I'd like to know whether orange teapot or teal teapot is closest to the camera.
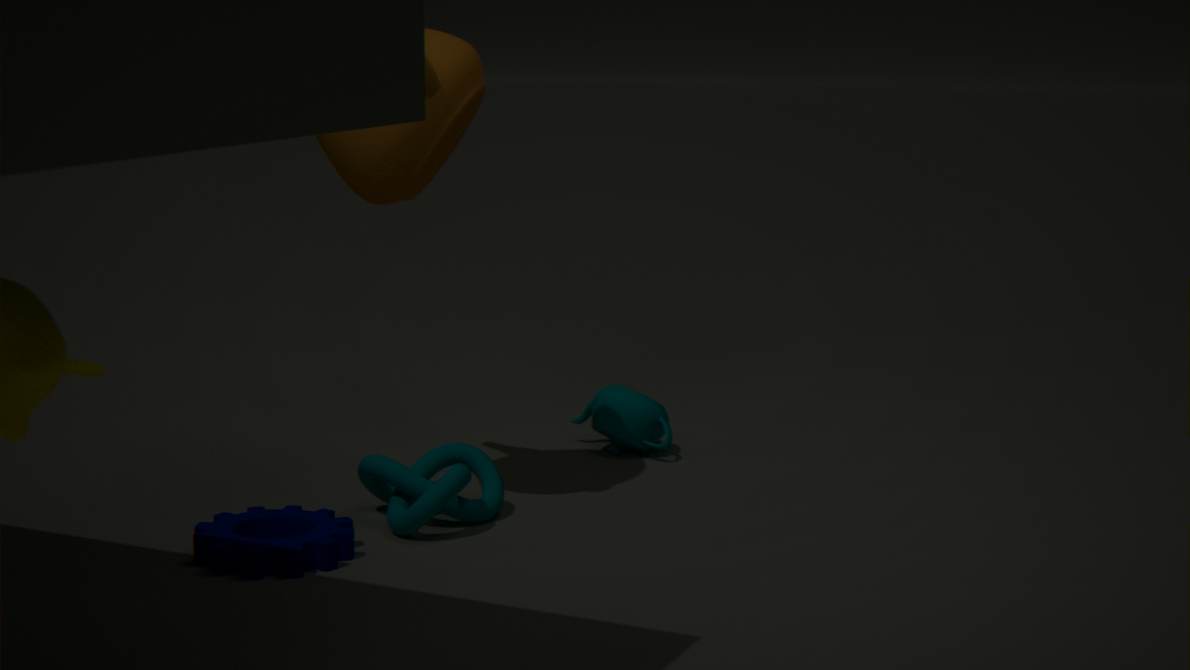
orange teapot
